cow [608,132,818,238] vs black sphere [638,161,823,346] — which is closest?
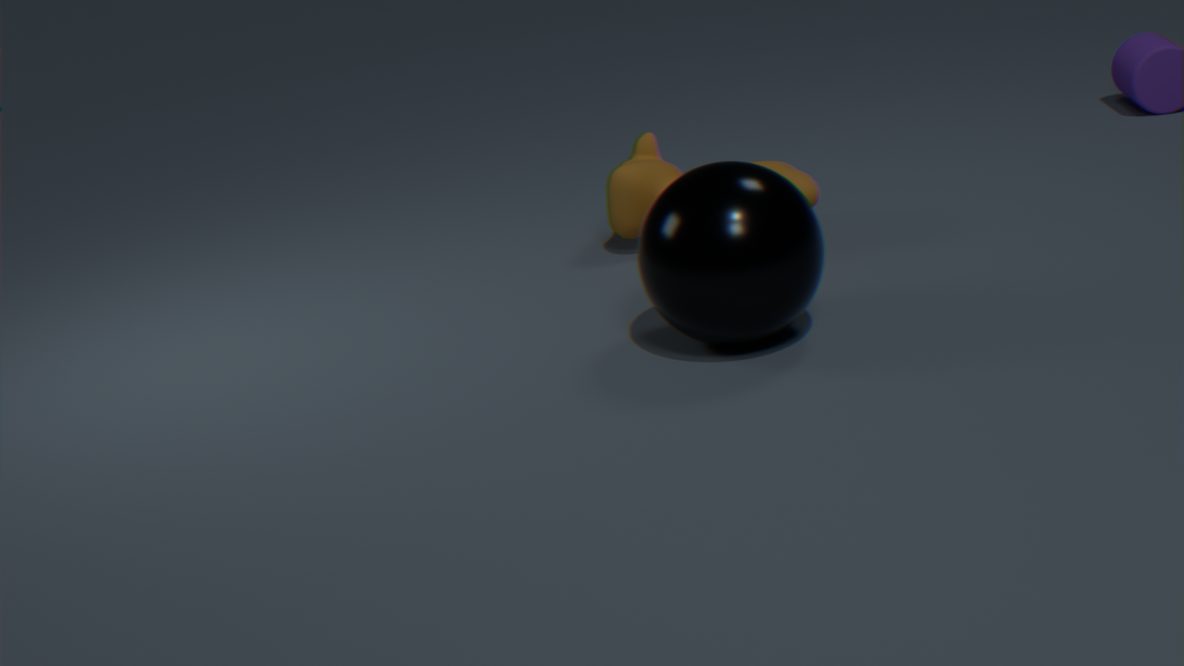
black sphere [638,161,823,346]
